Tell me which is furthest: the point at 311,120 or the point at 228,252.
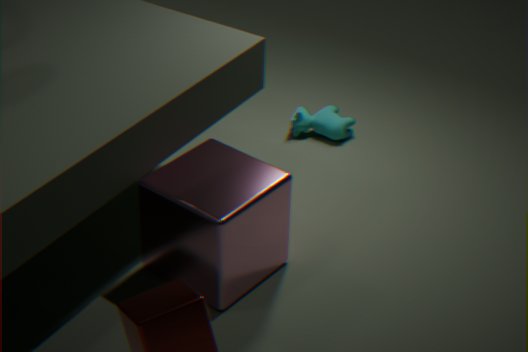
the point at 311,120
